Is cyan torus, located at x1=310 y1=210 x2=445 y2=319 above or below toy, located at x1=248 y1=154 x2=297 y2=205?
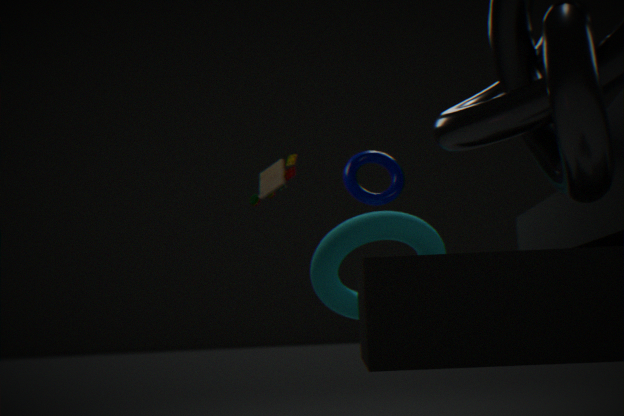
below
